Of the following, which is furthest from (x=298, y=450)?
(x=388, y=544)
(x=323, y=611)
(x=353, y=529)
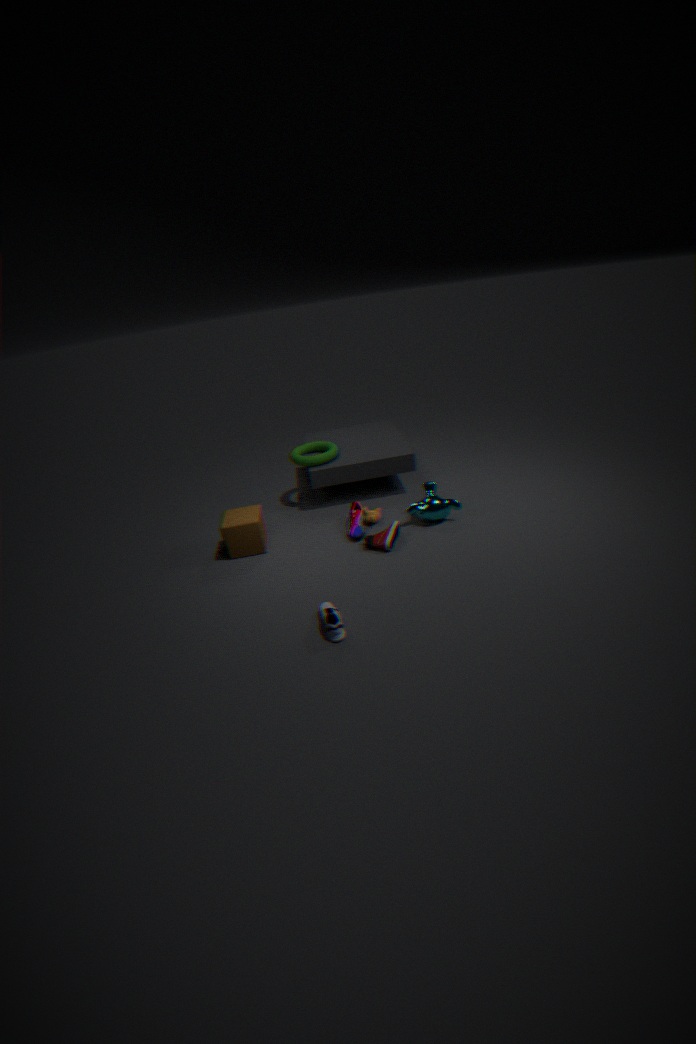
(x=323, y=611)
